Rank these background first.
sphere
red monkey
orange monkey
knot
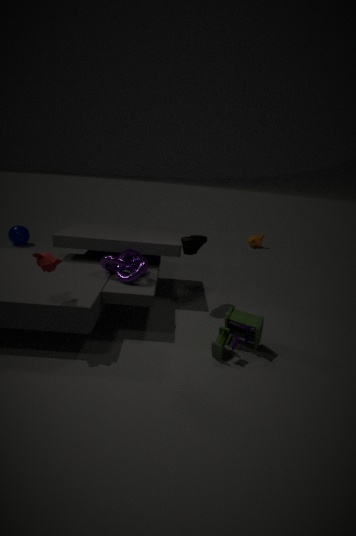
1. orange monkey
2. sphere
3. knot
4. red monkey
